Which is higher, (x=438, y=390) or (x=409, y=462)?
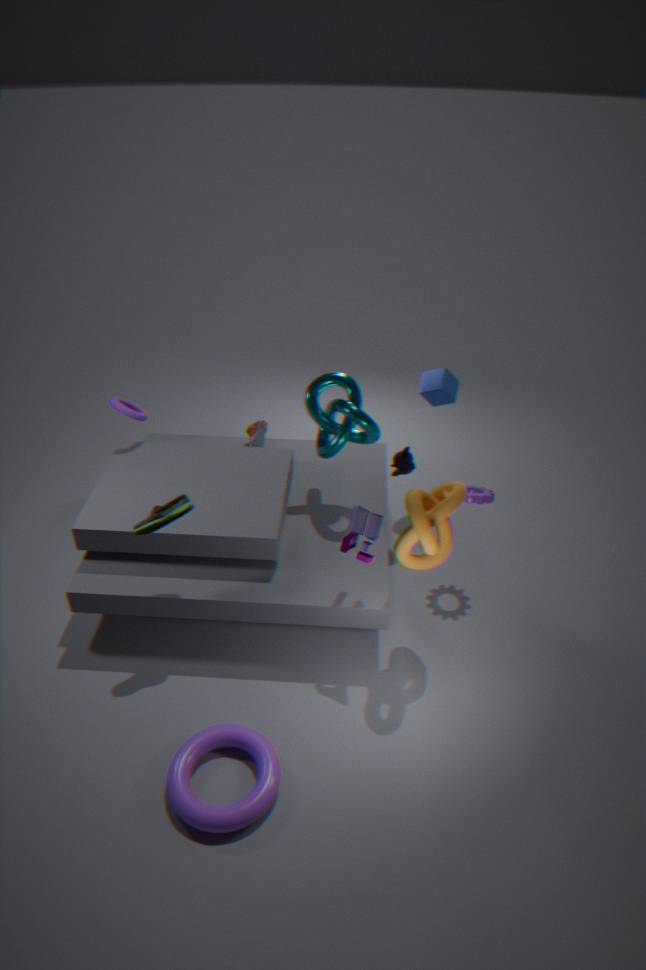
(x=438, y=390)
